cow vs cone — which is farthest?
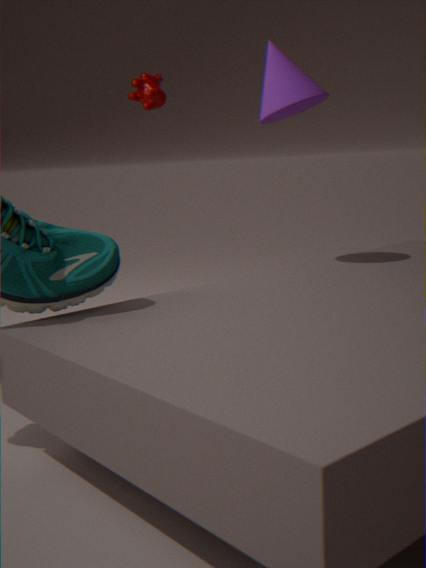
cow
